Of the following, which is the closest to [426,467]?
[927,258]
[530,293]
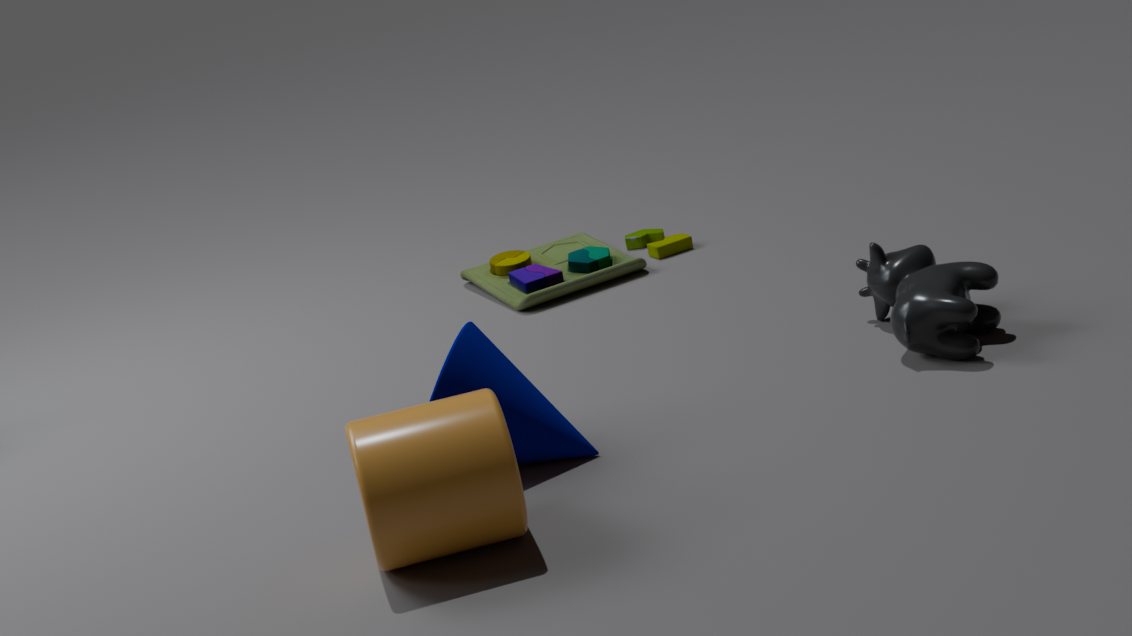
[927,258]
